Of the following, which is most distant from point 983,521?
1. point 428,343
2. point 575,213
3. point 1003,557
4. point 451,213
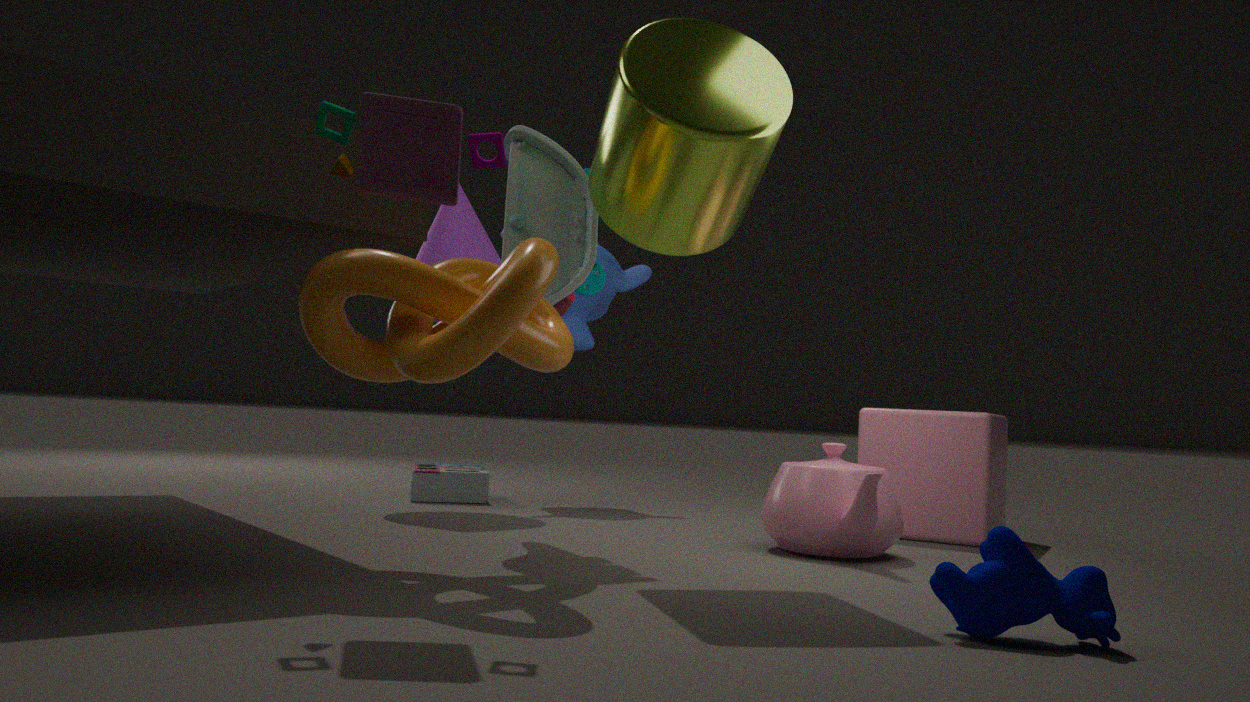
point 428,343
